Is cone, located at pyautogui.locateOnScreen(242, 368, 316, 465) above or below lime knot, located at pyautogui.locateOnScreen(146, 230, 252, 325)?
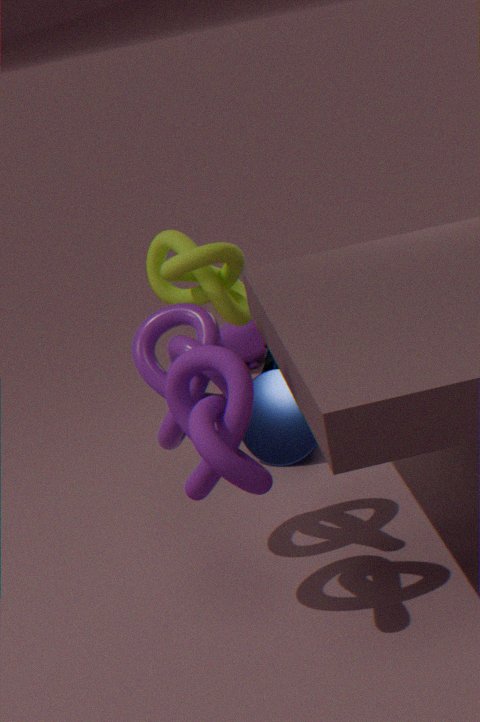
below
